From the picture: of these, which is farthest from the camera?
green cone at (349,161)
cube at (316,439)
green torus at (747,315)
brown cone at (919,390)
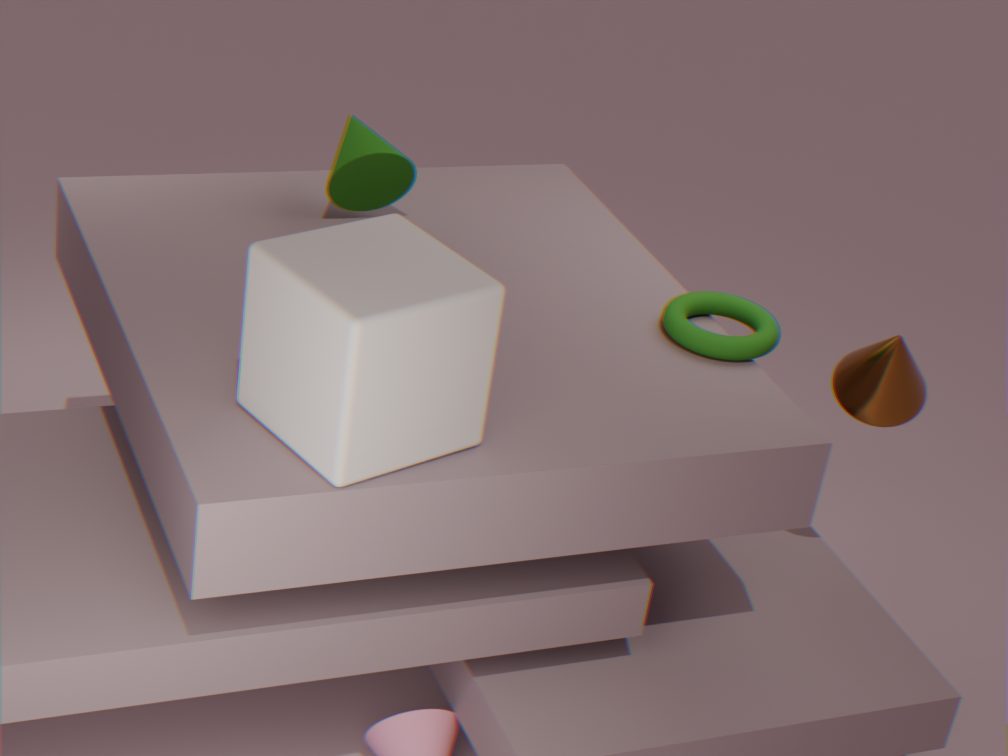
green cone at (349,161)
